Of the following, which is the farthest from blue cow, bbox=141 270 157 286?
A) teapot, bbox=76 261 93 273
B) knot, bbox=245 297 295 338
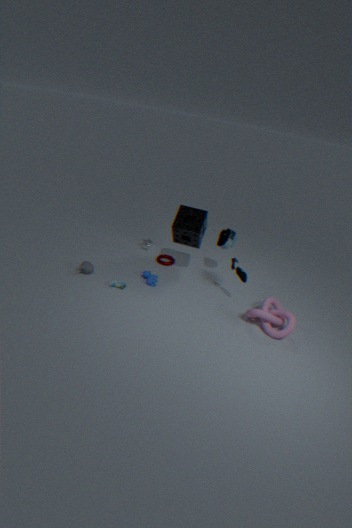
knot, bbox=245 297 295 338
